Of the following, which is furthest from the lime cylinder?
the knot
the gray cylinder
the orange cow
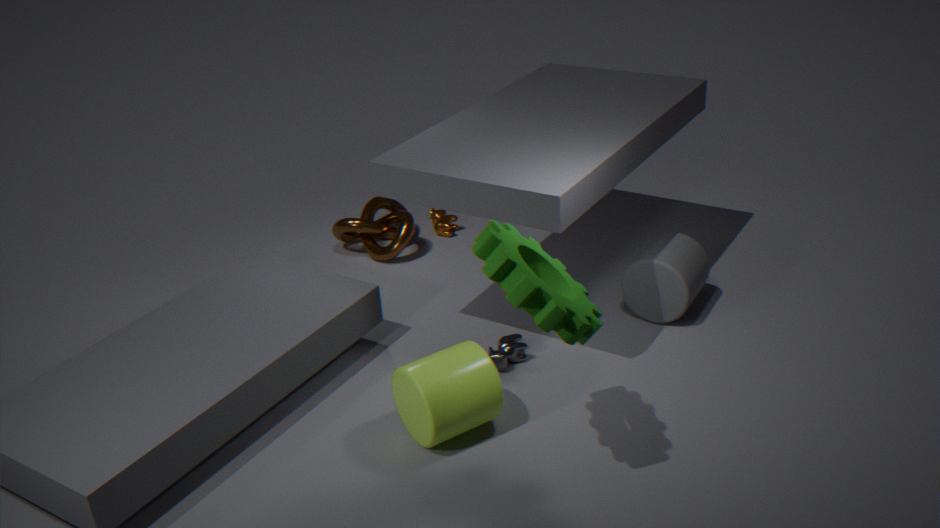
the orange cow
